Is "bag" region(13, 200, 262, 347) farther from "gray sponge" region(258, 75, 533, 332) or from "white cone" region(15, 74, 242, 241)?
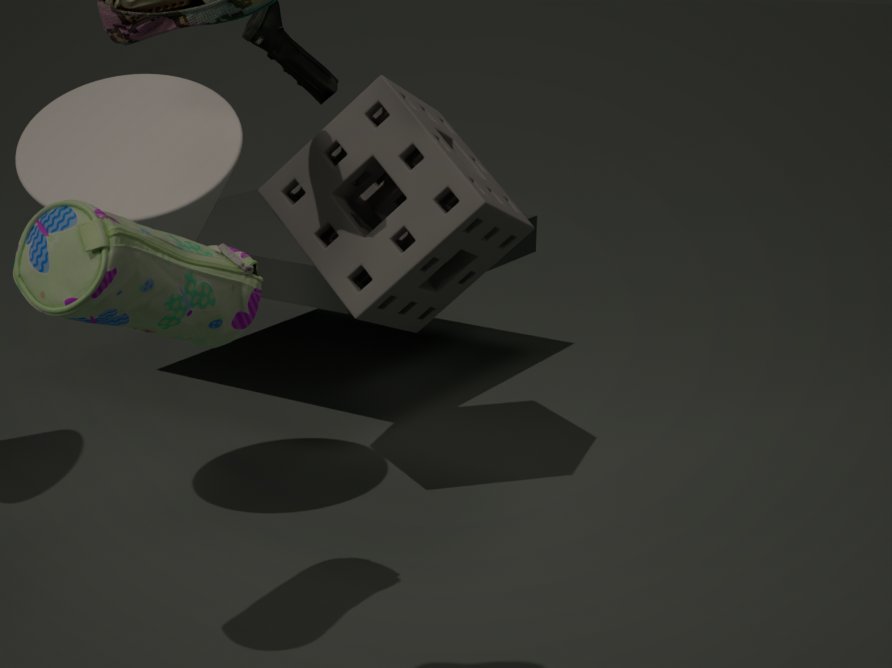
"gray sponge" region(258, 75, 533, 332)
